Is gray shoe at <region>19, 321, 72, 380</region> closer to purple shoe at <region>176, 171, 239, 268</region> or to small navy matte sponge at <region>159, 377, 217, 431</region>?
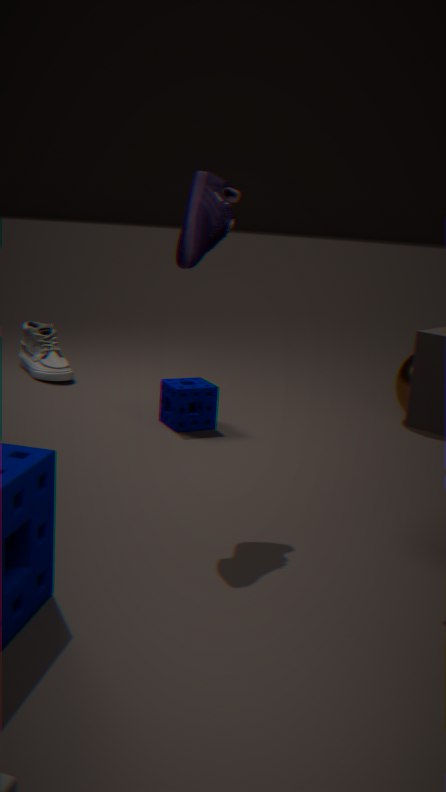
small navy matte sponge at <region>159, 377, 217, 431</region>
